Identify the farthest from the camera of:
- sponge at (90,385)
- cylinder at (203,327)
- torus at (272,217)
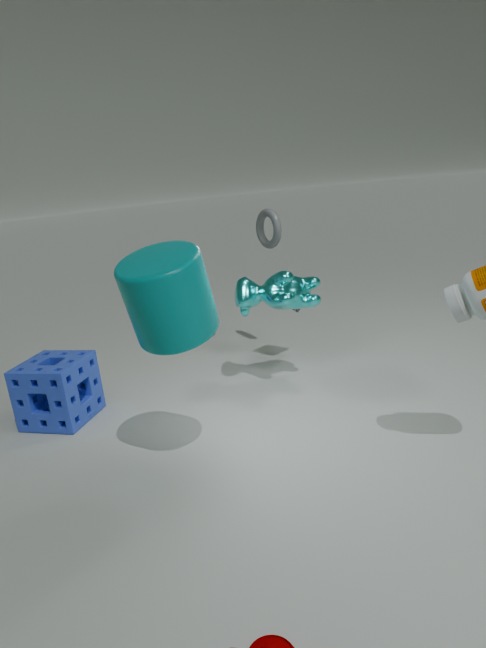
torus at (272,217)
